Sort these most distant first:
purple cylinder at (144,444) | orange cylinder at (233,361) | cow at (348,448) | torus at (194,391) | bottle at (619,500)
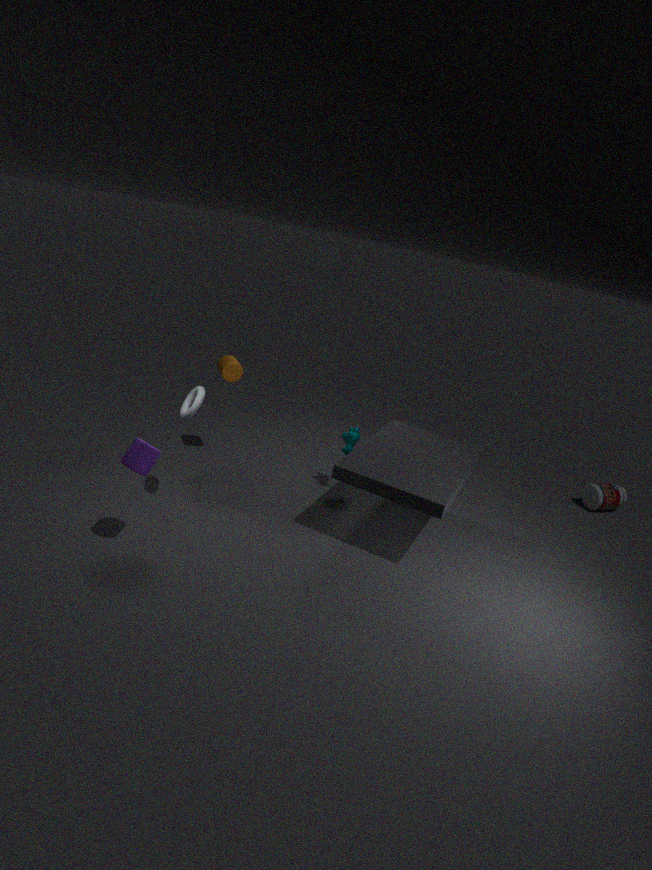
bottle at (619,500) → cow at (348,448) → orange cylinder at (233,361) → torus at (194,391) → purple cylinder at (144,444)
